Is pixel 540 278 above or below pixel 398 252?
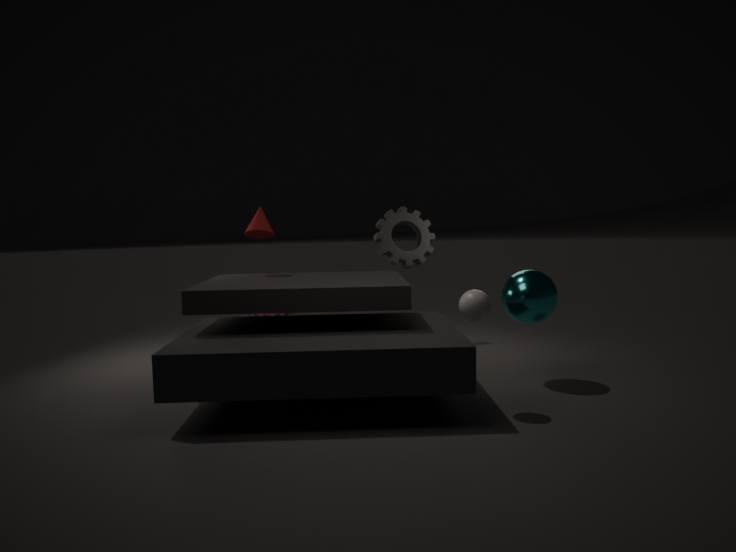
below
